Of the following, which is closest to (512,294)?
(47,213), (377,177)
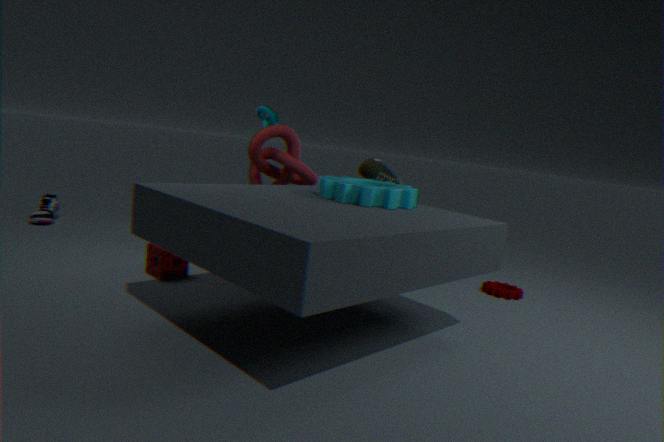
(377,177)
